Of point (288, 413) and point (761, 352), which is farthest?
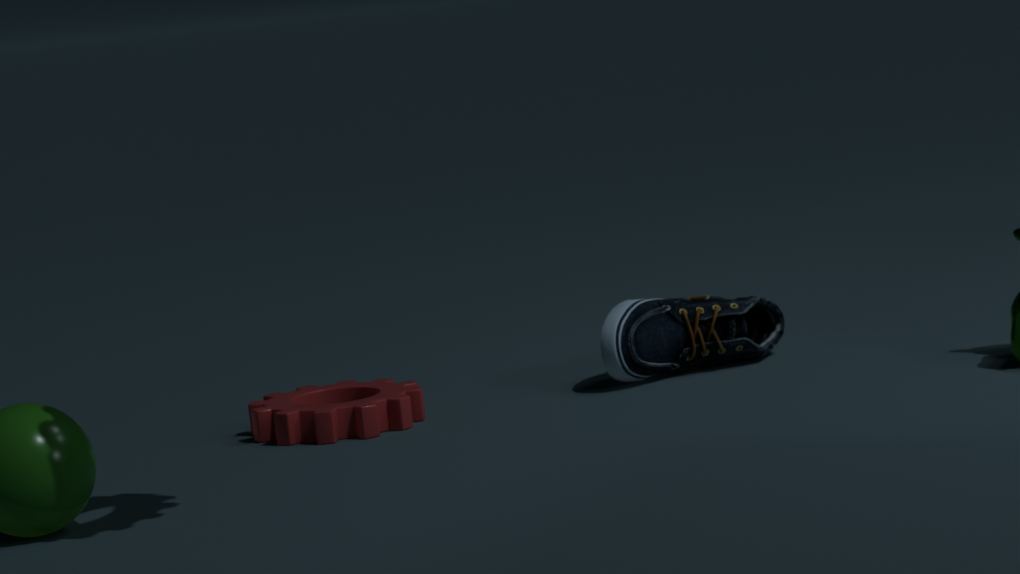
point (761, 352)
